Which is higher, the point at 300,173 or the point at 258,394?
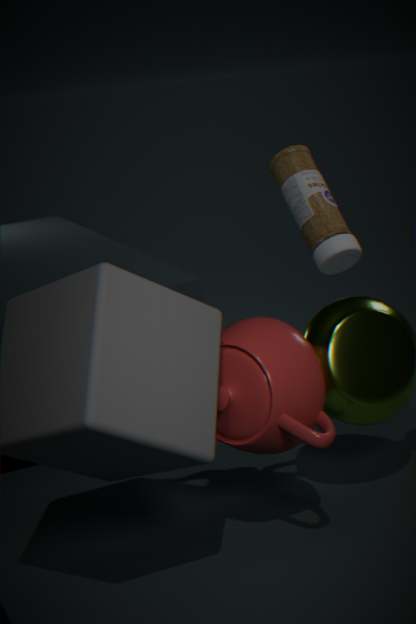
the point at 300,173
